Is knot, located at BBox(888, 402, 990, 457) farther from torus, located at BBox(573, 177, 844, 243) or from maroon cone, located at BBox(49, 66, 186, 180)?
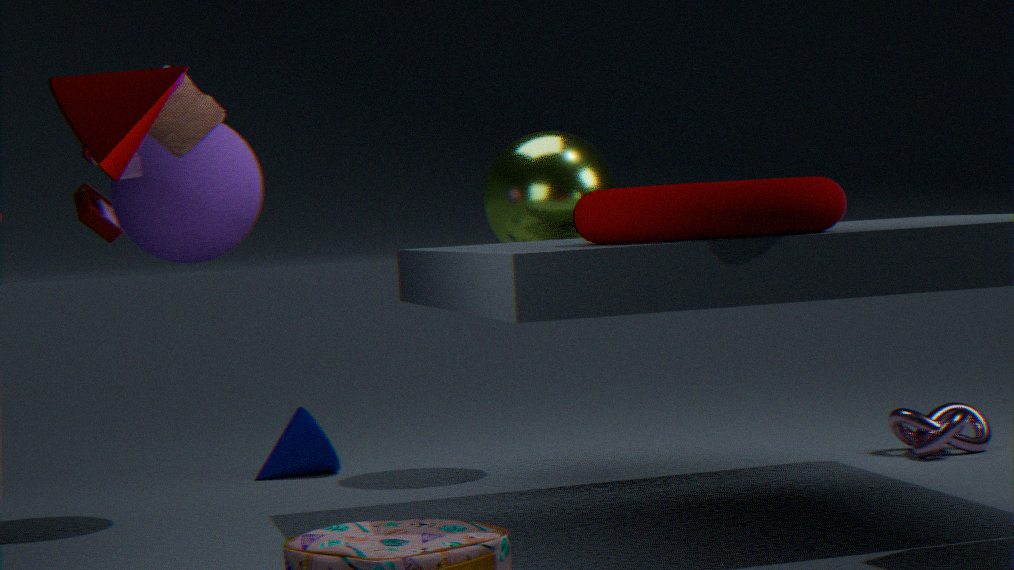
maroon cone, located at BBox(49, 66, 186, 180)
